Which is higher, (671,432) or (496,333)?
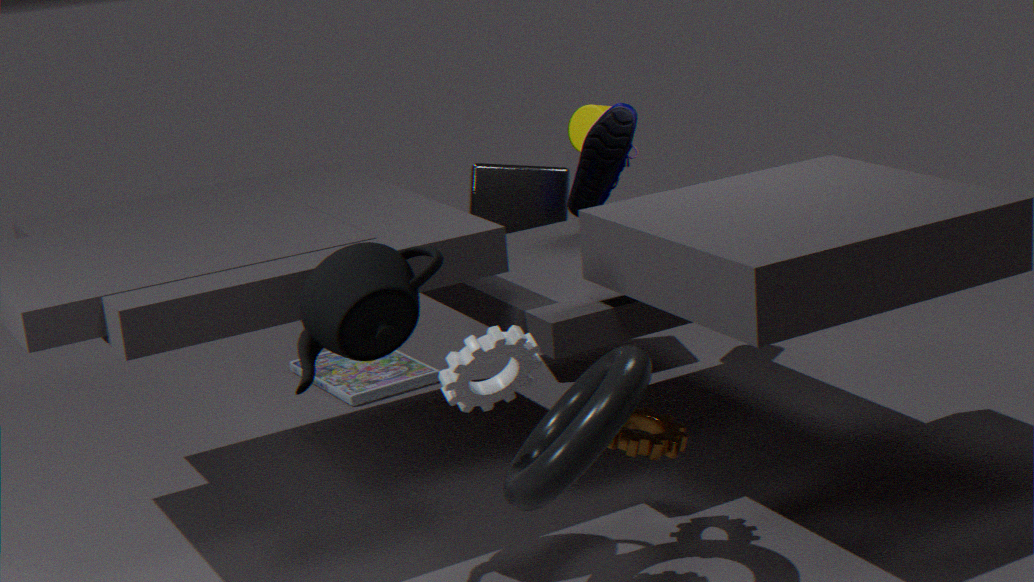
(496,333)
